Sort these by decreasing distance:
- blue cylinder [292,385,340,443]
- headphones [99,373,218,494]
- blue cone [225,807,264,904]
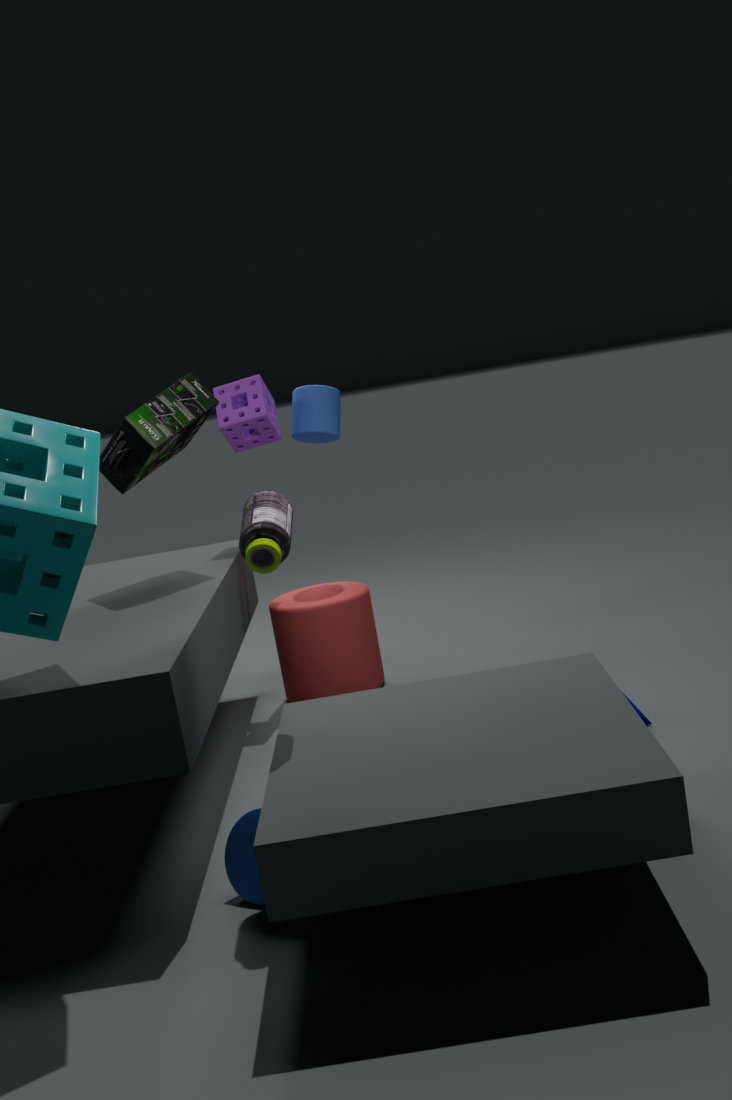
blue cylinder [292,385,340,443], headphones [99,373,218,494], blue cone [225,807,264,904]
